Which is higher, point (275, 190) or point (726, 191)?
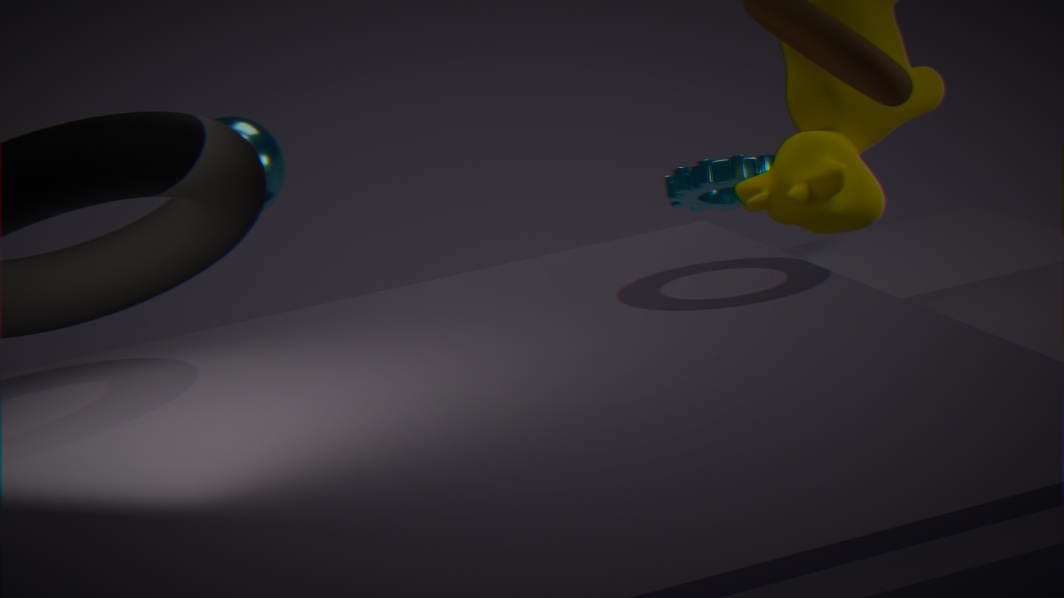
point (275, 190)
